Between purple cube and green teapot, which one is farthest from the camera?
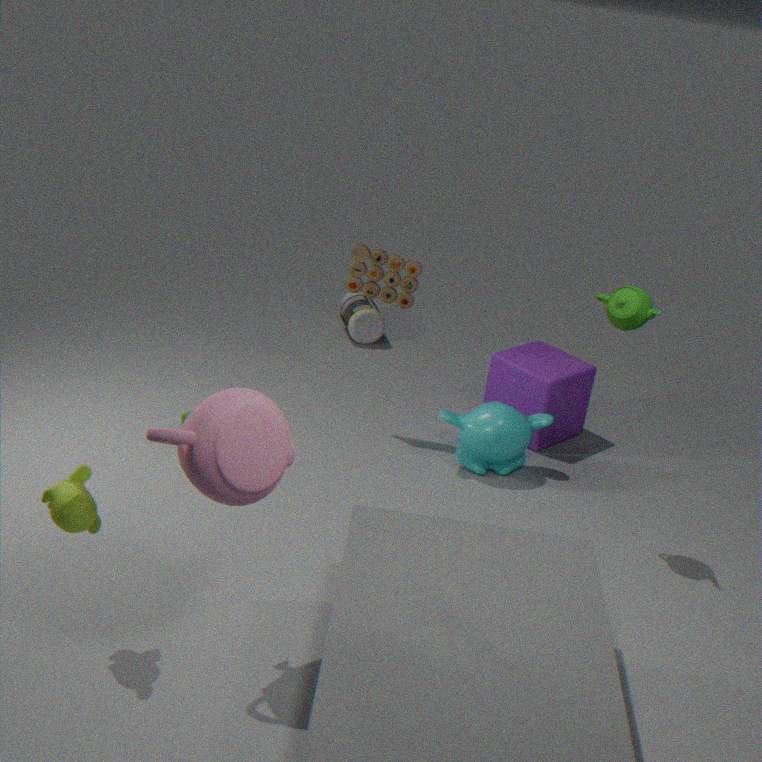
purple cube
